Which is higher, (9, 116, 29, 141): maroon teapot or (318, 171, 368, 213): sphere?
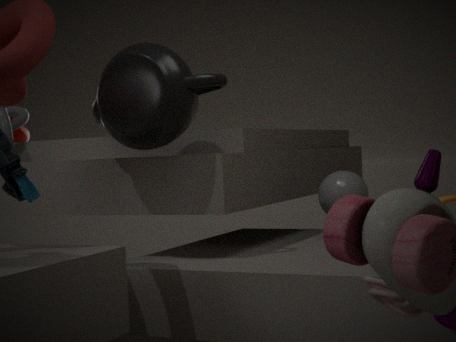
(9, 116, 29, 141): maroon teapot
